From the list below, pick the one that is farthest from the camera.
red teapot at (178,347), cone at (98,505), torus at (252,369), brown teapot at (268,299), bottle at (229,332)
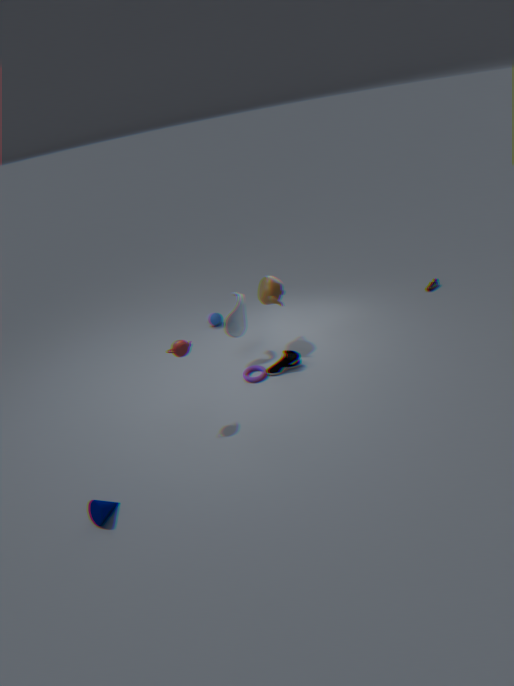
bottle at (229,332)
